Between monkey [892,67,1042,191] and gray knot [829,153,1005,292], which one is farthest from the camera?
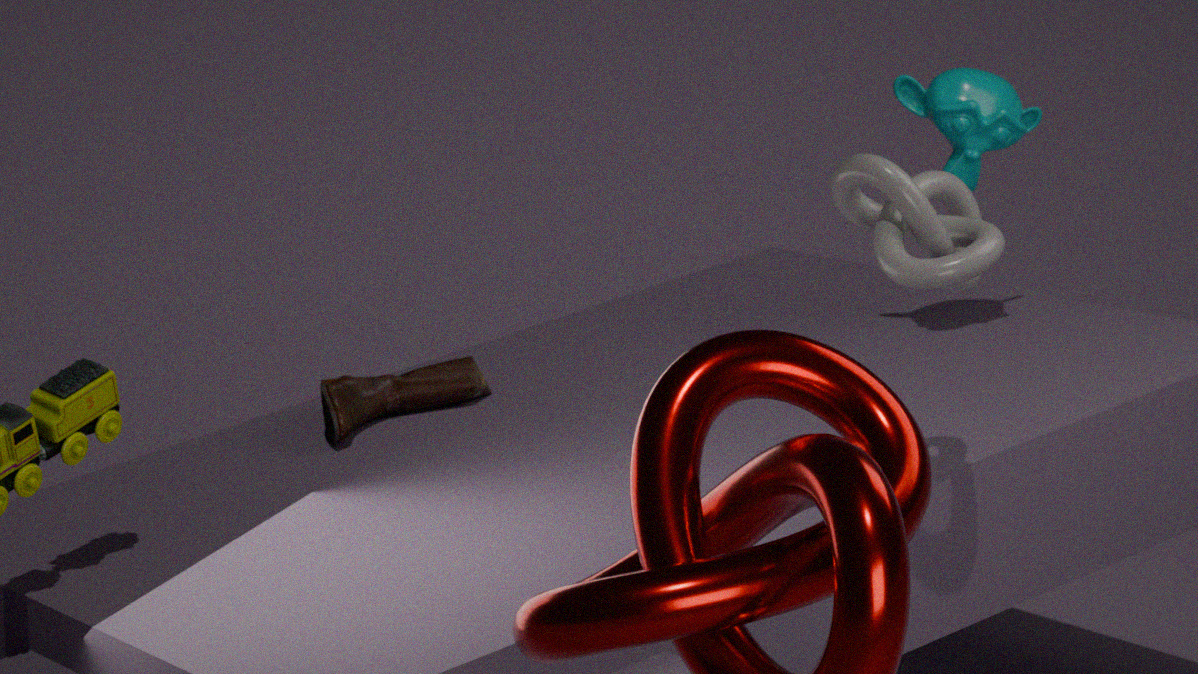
monkey [892,67,1042,191]
